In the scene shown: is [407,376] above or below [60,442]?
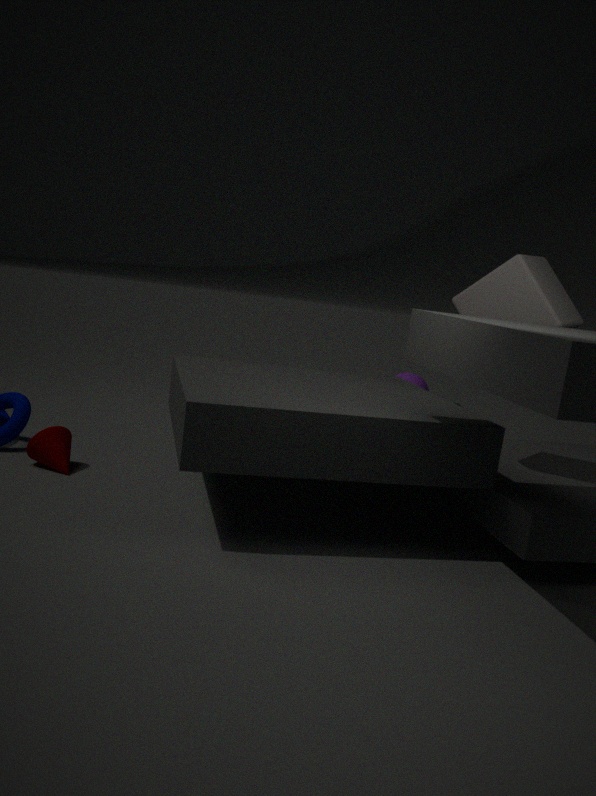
above
